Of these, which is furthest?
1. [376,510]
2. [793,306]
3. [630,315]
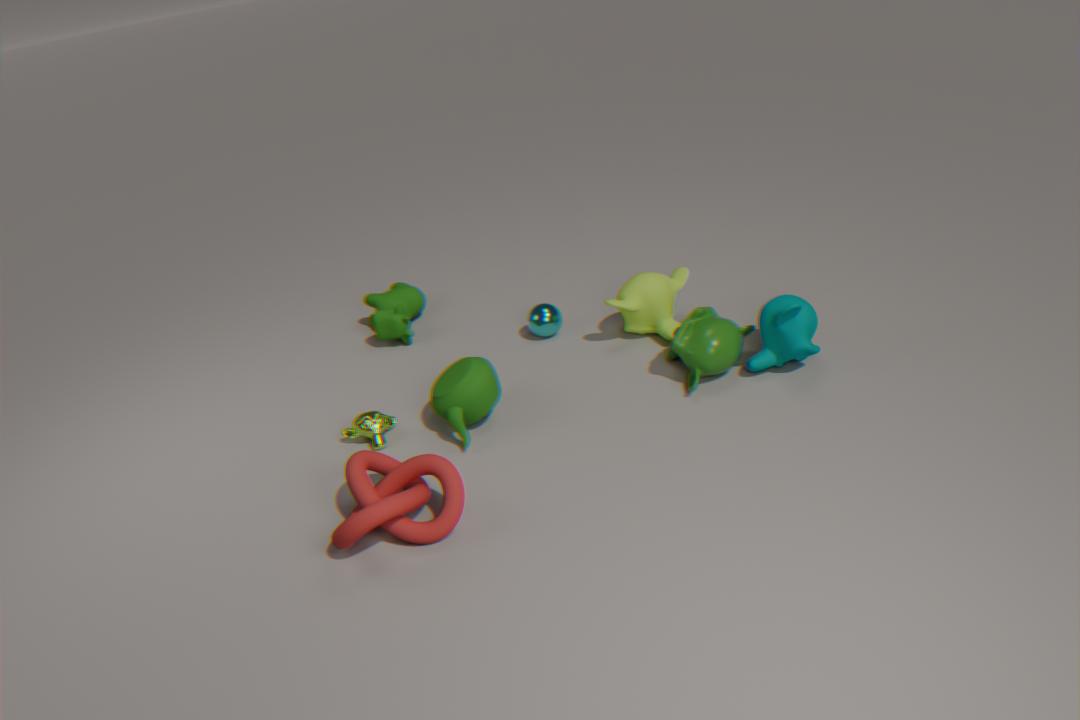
[630,315]
